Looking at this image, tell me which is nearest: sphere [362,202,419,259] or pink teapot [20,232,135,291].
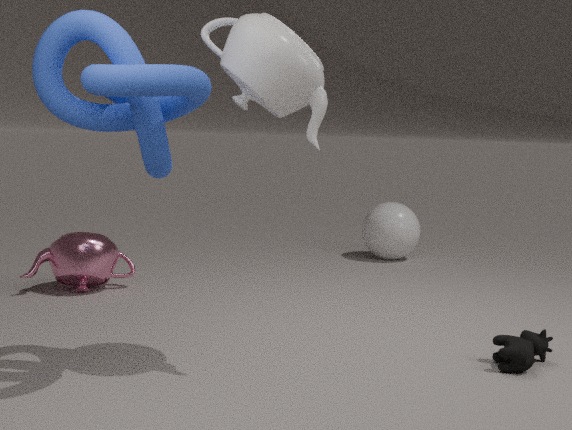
pink teapot [20,232,135,291]
